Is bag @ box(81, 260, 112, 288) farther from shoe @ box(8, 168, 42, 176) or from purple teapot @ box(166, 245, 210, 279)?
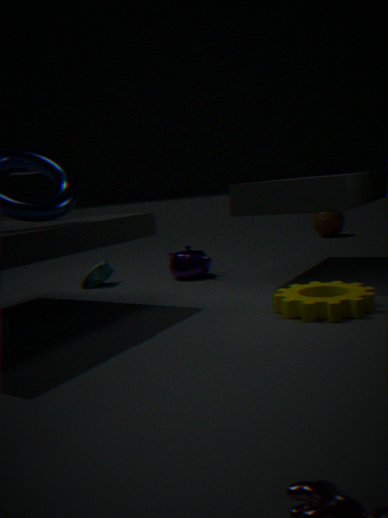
shoe @ box(8, 168, 42, 176)
